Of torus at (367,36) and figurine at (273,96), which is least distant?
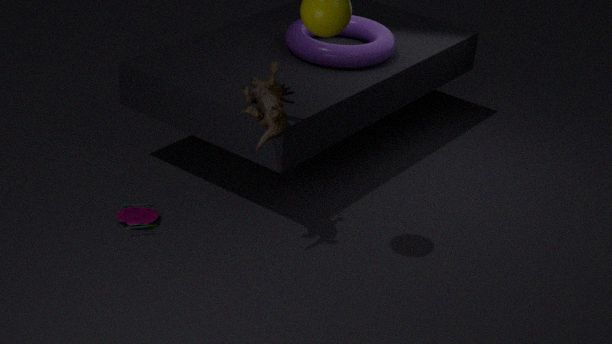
figurine at (273,96)
